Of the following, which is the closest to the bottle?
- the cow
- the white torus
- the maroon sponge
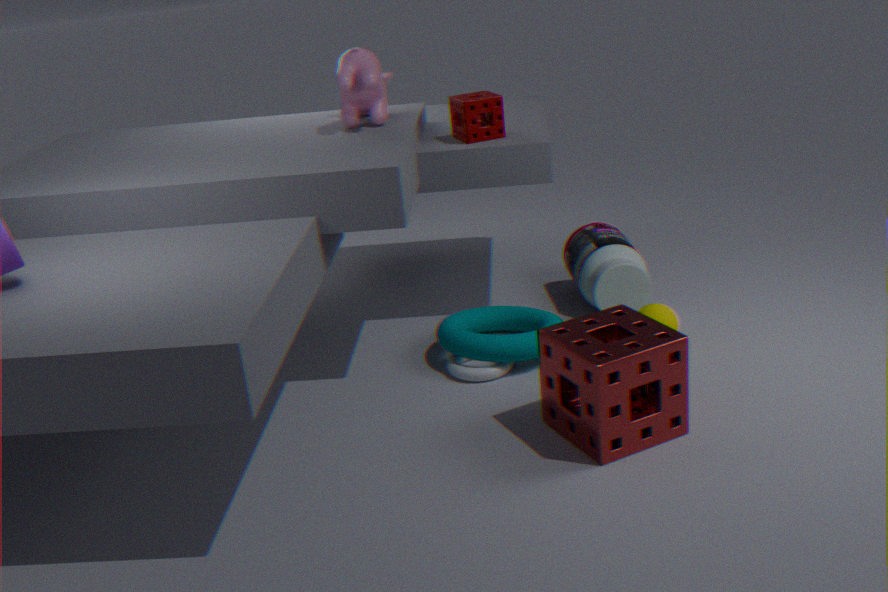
the white torus
